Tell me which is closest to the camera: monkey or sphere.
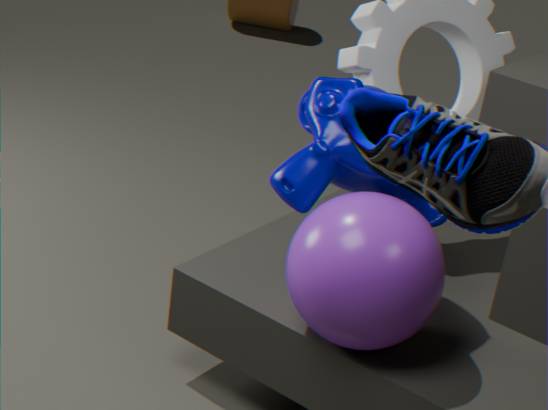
sphere
